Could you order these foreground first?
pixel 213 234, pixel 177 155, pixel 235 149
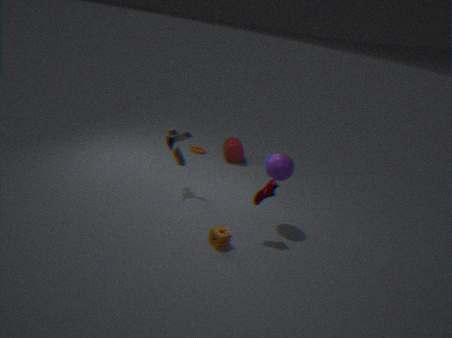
pixel 213 234
pixel 177 155
pixel 235 149
